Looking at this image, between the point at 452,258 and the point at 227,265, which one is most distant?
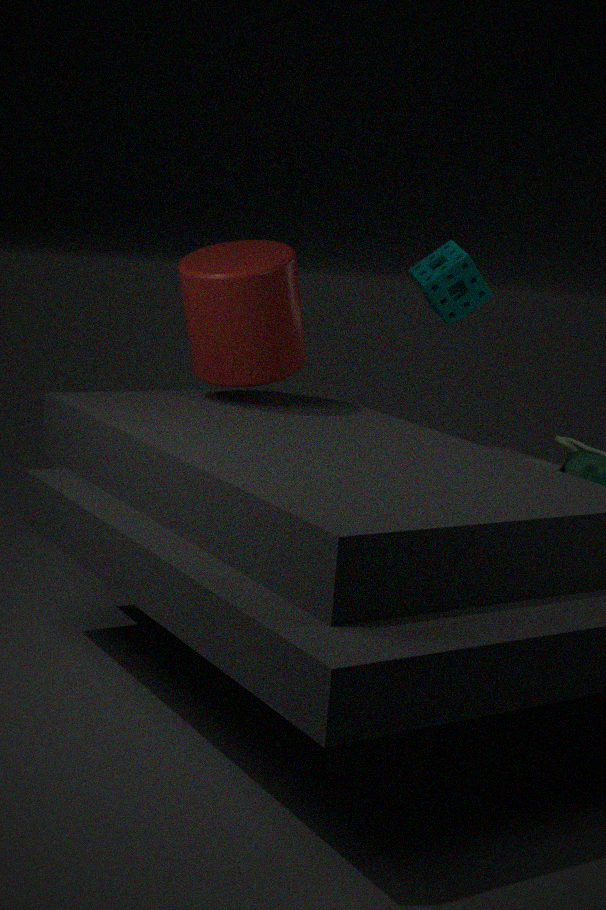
the point at 452,258
